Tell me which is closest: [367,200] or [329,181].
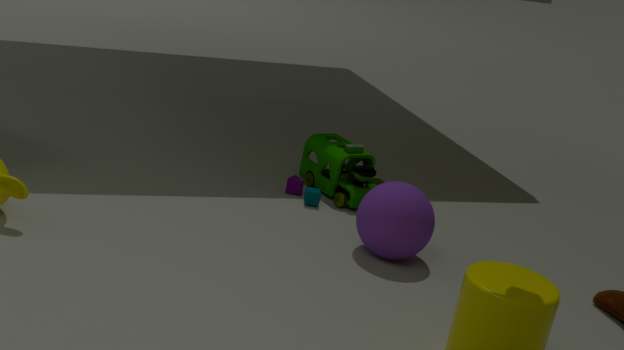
[367,200]
